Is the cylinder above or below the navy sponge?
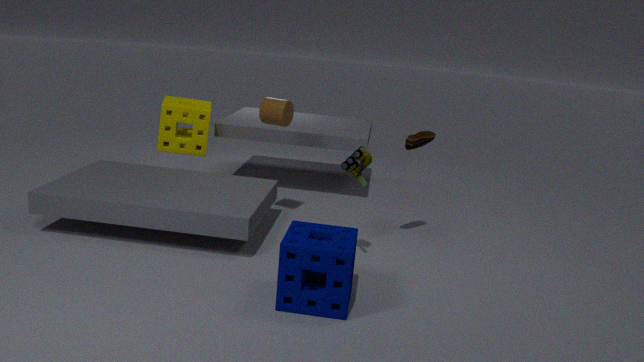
above
